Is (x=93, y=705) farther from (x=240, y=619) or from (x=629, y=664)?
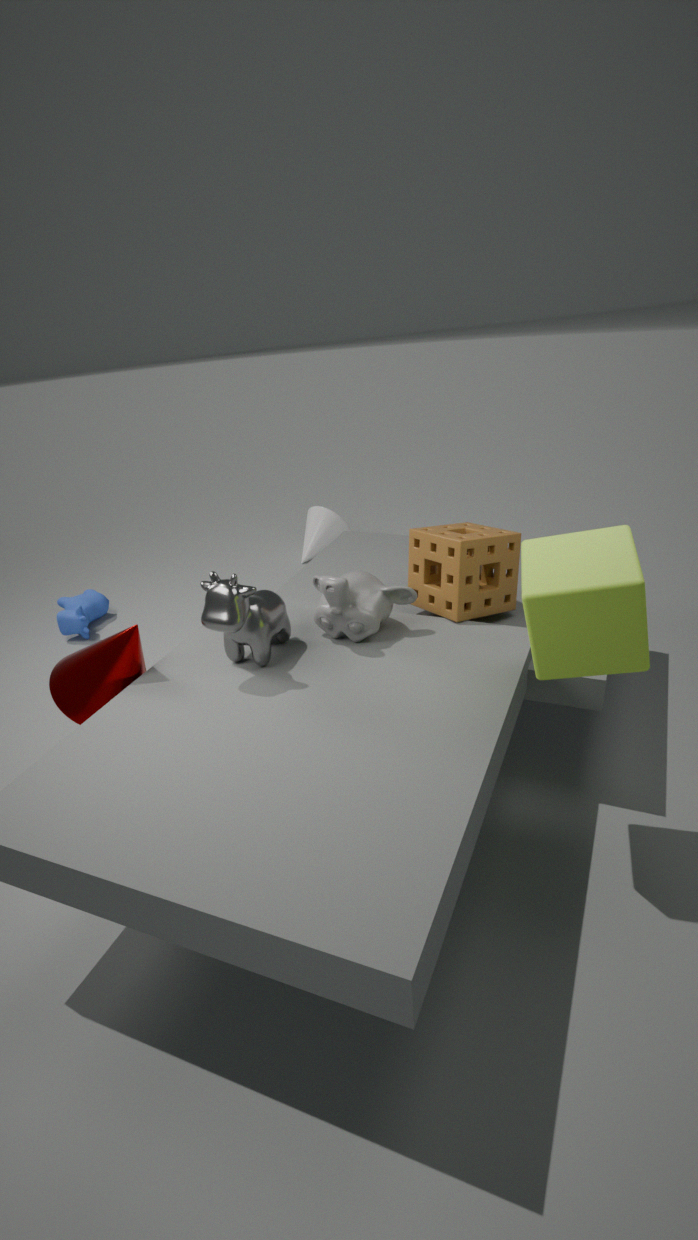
(x=629, y=664)
